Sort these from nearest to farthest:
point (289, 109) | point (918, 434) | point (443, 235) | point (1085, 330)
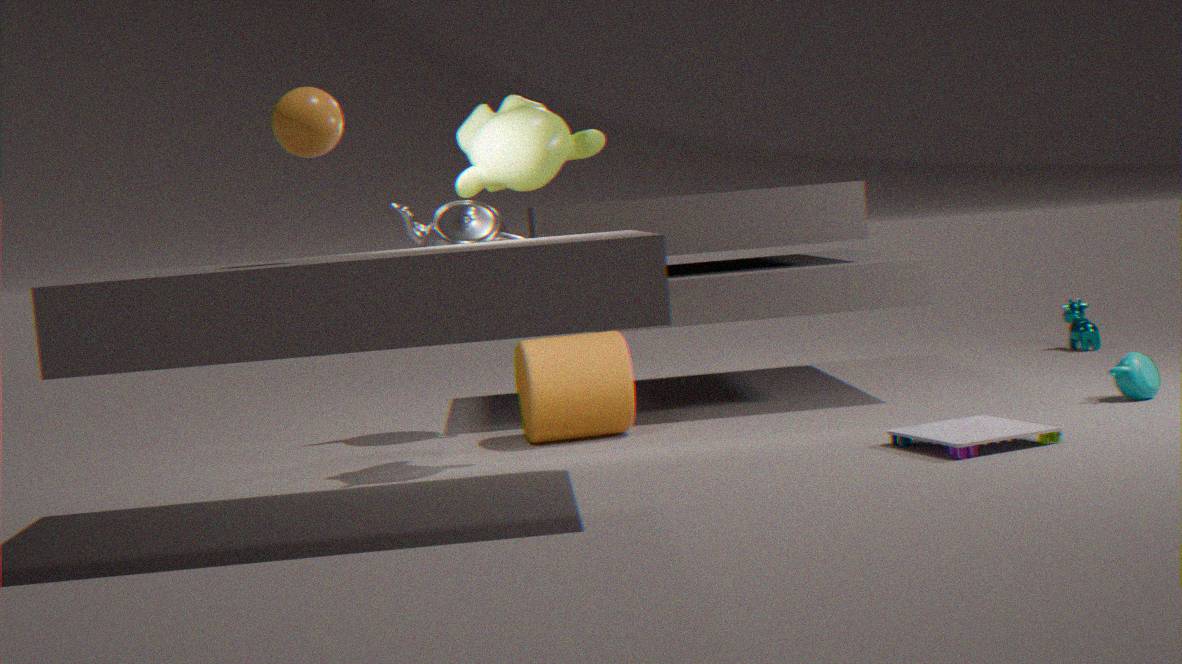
point (289, 109)
point (918, 434)
point (443, 235)
point (1085, 330)
